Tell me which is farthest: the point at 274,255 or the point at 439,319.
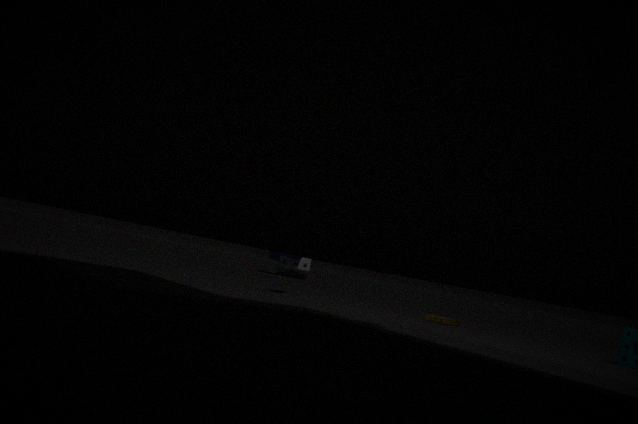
the point at 274,255
